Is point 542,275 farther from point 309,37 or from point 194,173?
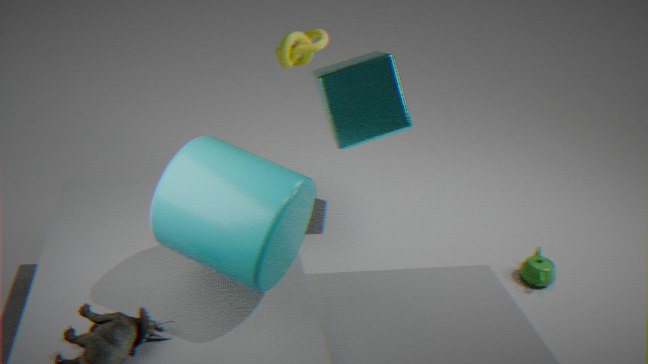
point 194,173
